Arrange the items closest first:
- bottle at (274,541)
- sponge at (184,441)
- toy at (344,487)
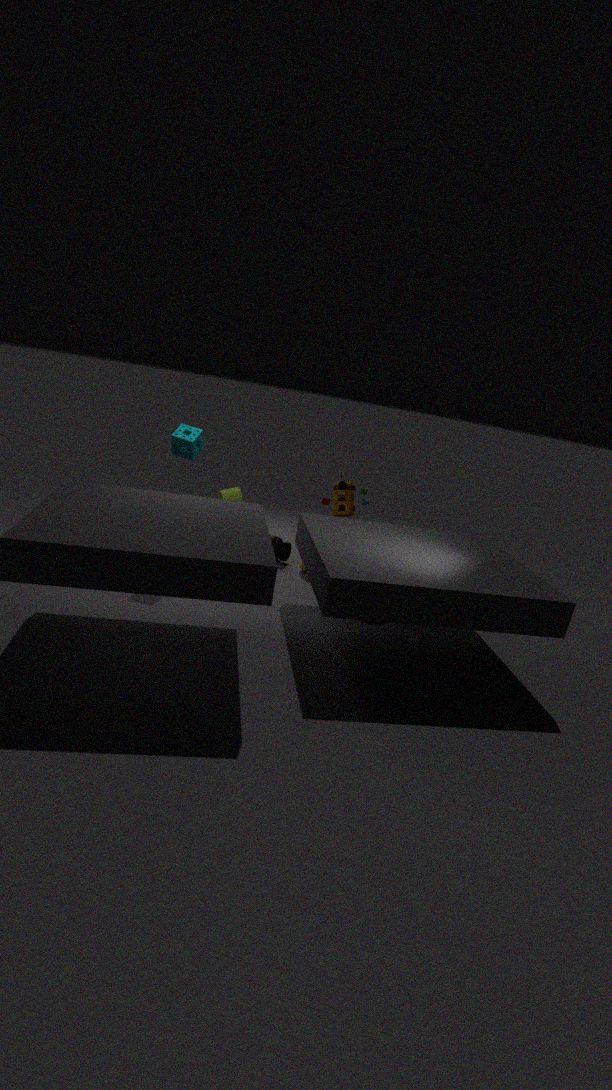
sponge at (184,441)
bottle at (274,541)
toy at (344,487)
